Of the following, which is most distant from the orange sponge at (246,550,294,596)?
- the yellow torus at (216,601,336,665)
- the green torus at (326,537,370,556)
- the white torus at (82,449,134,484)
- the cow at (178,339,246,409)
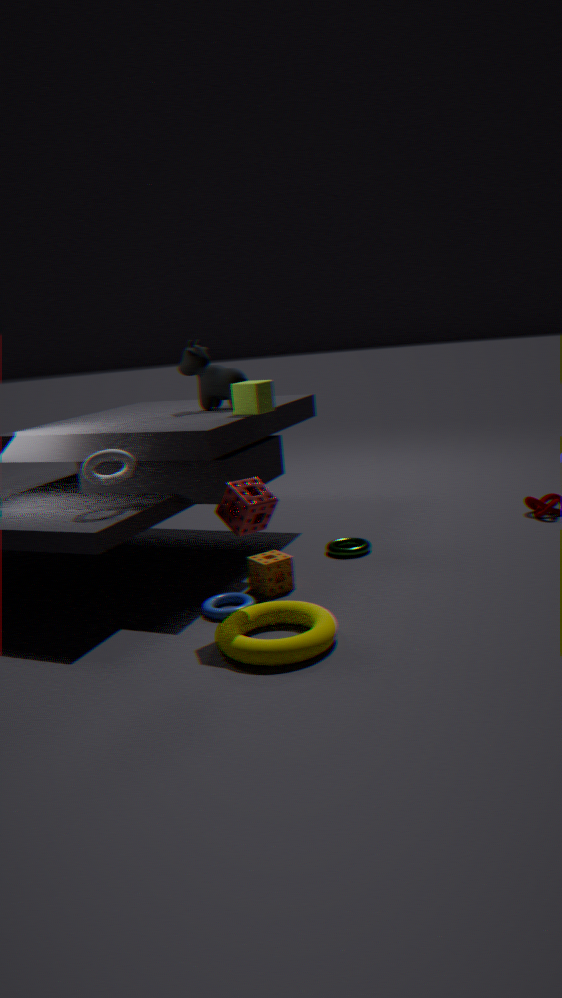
the cow at (178,339,246,409)
